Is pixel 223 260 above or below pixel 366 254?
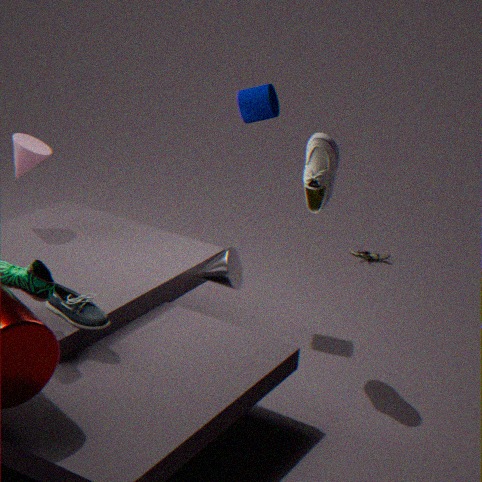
above
